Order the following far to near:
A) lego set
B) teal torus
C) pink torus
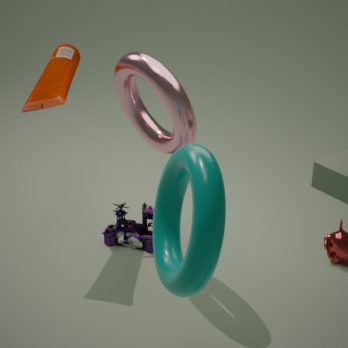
lego set, pink torus, teal torus
